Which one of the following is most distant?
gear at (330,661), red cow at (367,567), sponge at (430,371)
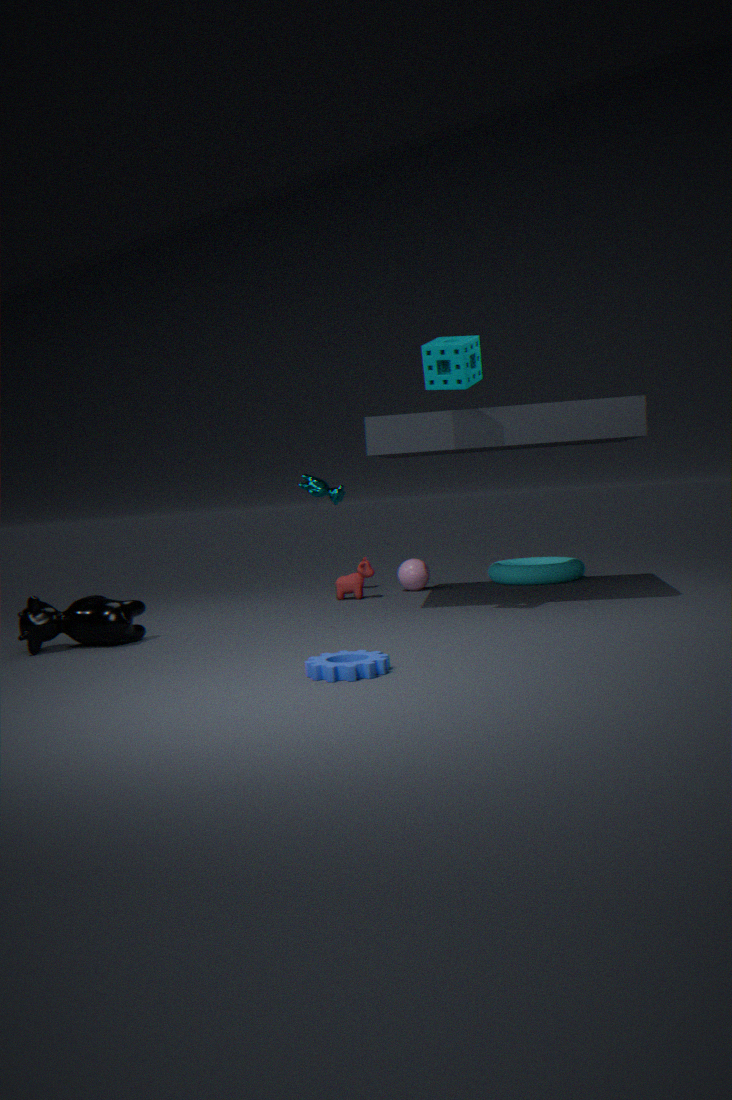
red cow at (367,567)
